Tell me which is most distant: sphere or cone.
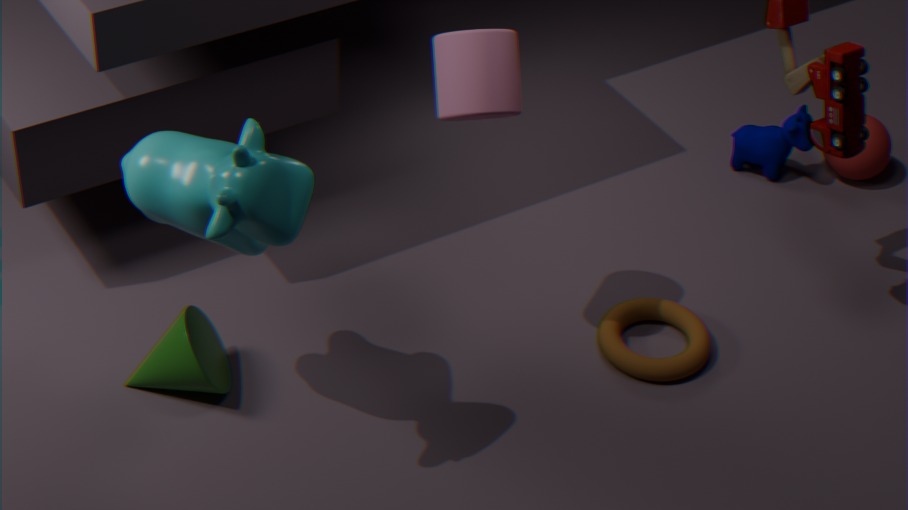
sphere
